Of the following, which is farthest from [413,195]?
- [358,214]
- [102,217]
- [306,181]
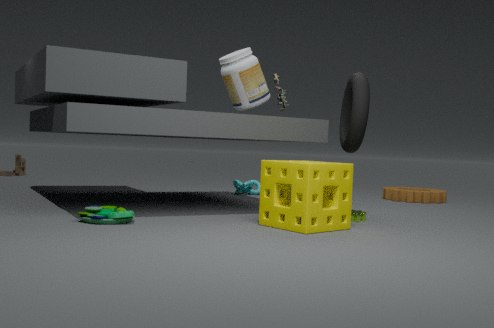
[102,217]
